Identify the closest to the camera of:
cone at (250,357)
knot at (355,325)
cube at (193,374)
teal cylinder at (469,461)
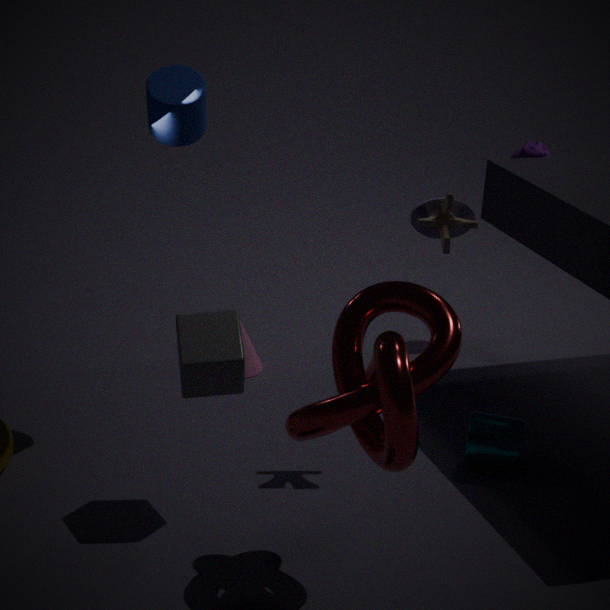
knot at (355,325)
